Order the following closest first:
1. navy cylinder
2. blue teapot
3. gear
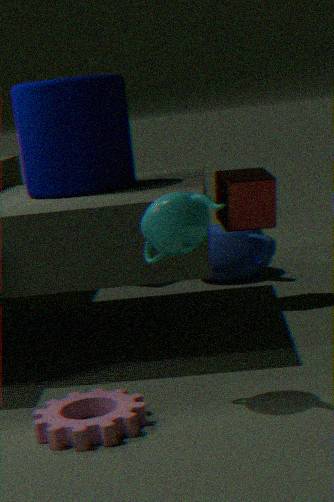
gear, navy cylinder, blue teapot
